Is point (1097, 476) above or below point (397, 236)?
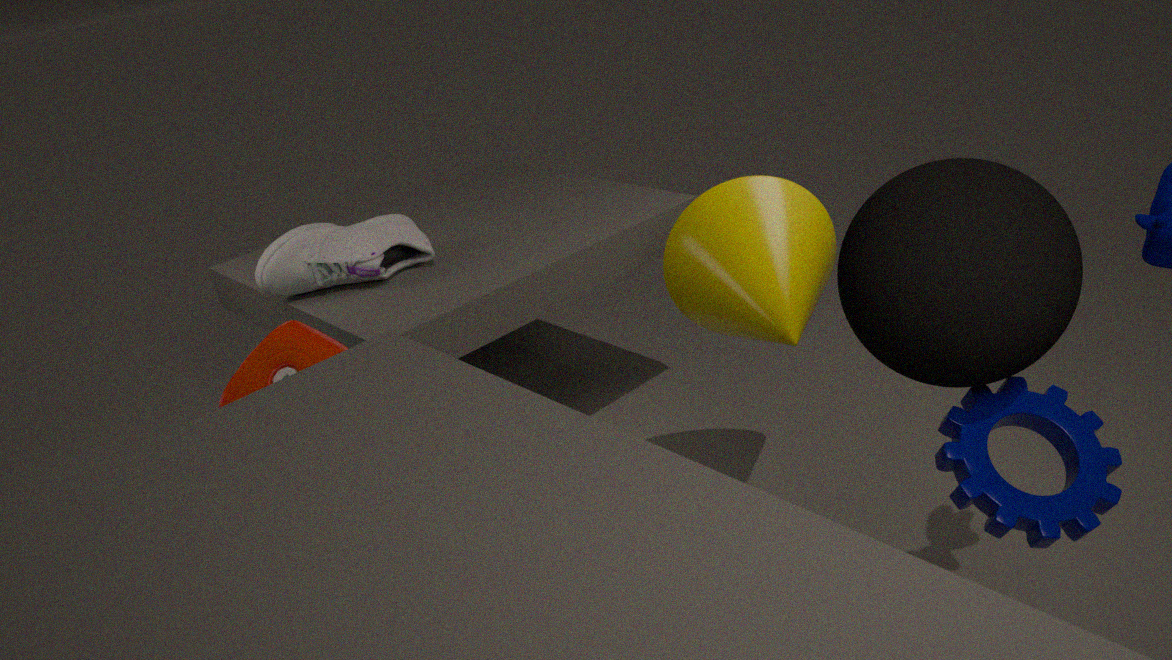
below
